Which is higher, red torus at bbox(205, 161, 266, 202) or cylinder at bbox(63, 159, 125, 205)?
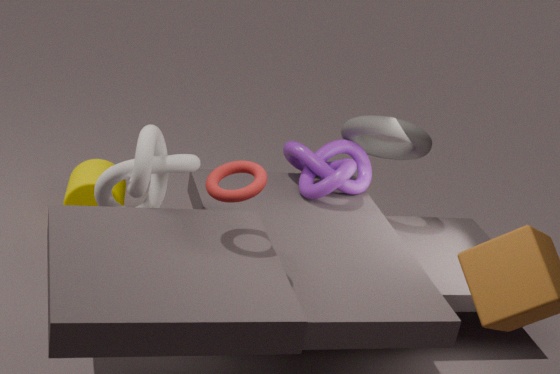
red torus at bbox(205, 161, 266, 202)
